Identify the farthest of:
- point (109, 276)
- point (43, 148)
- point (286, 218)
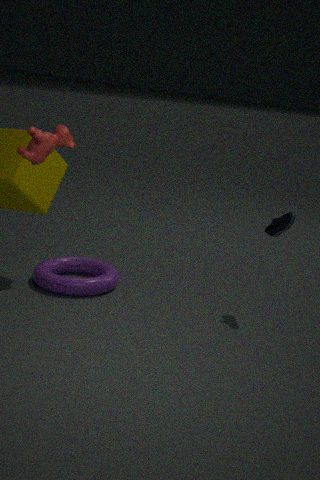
point (109, 276)
